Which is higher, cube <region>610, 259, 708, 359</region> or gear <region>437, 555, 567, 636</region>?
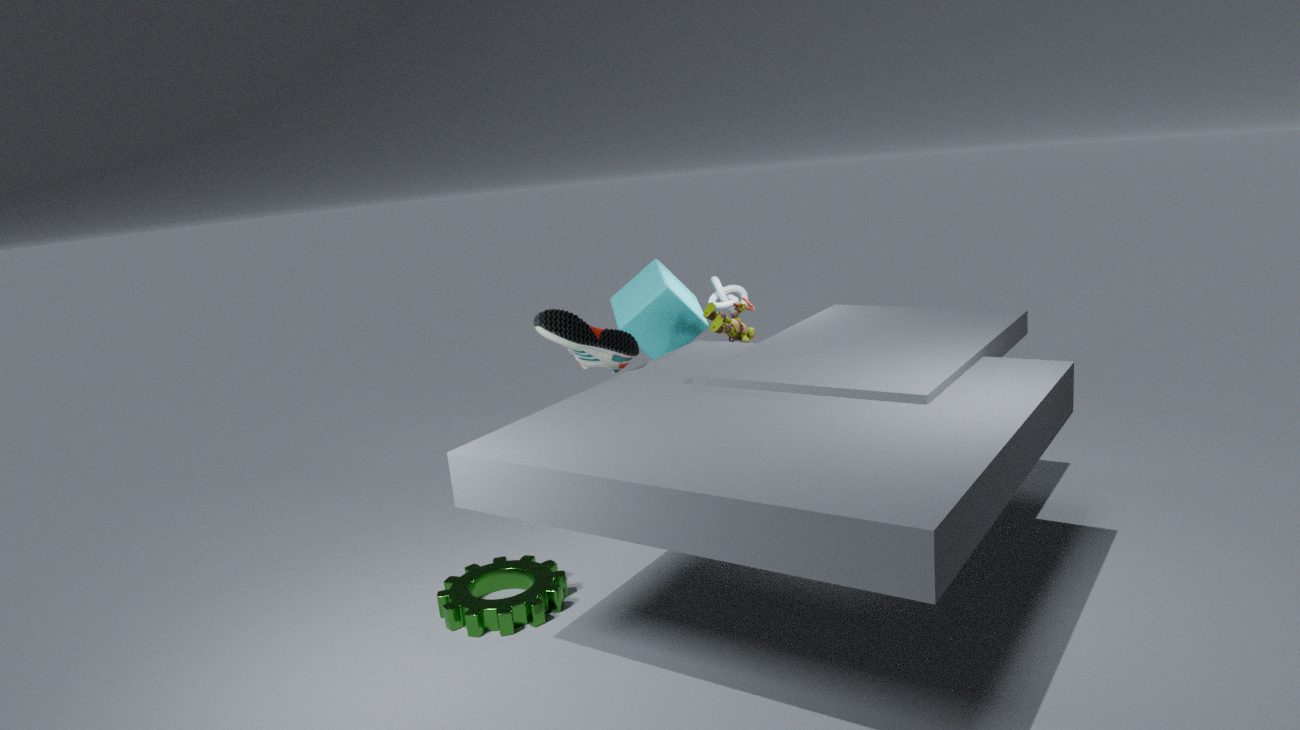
cube <region>610, 259, 708, 359</region>
